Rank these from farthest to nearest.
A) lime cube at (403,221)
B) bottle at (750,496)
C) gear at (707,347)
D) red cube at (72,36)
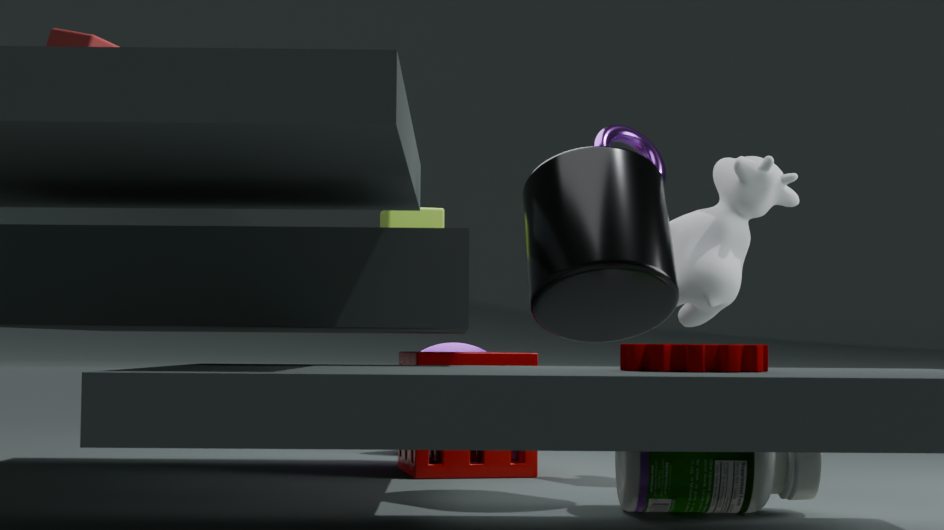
lime cube at (403,221), red cube at (72,36), bottle at (750,496), gear at (707,347)
